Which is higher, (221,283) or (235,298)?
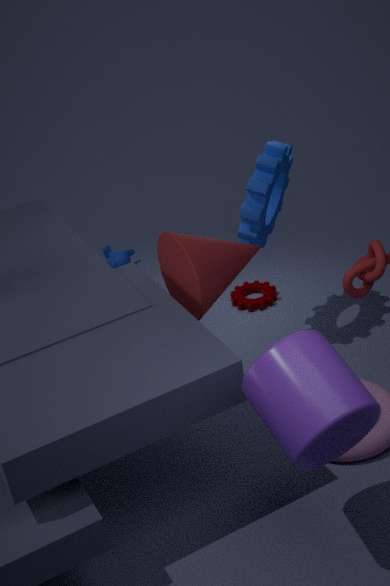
(221,283)
